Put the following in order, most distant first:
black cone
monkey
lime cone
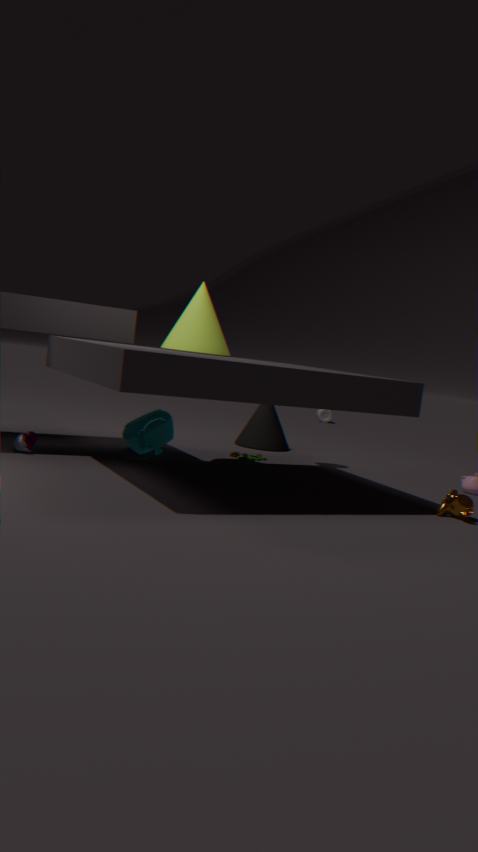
black cone, lime cone, monkey
